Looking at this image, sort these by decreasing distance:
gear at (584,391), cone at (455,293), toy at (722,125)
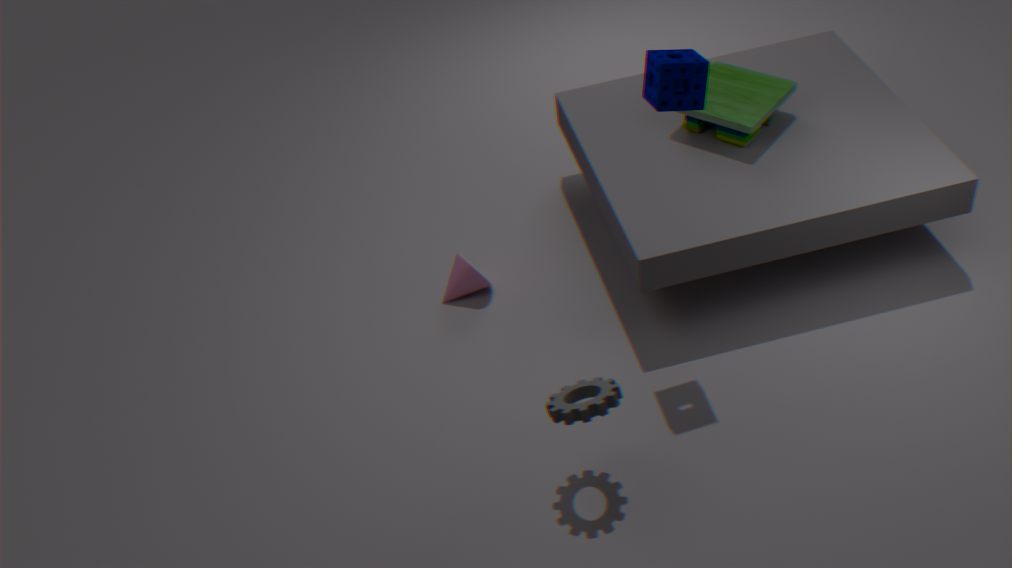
cone at (455,293)
toy at (722,125)
gear at (584,391)
